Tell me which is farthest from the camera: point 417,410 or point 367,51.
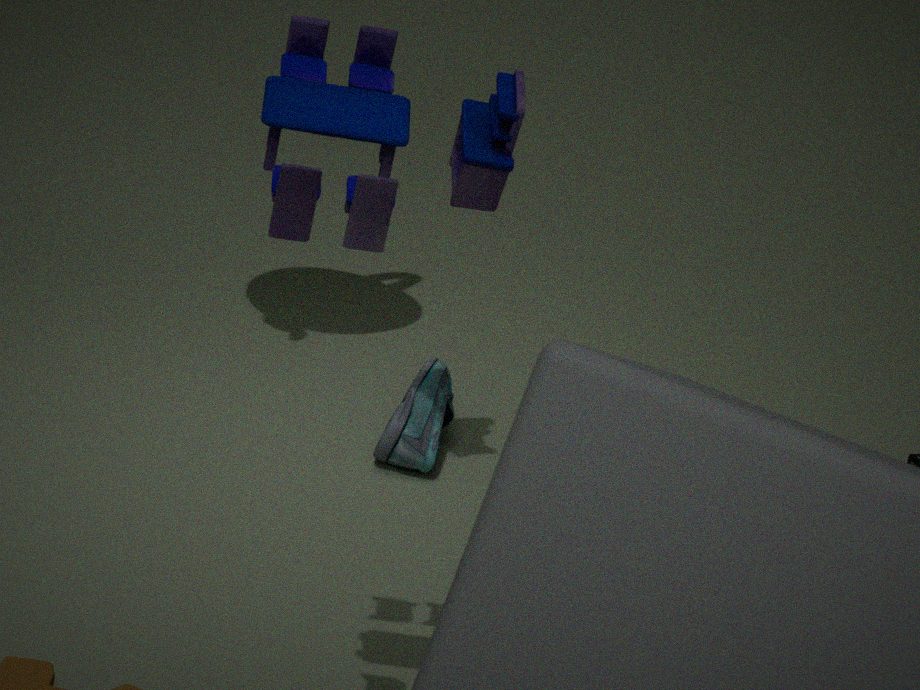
point 417,410
